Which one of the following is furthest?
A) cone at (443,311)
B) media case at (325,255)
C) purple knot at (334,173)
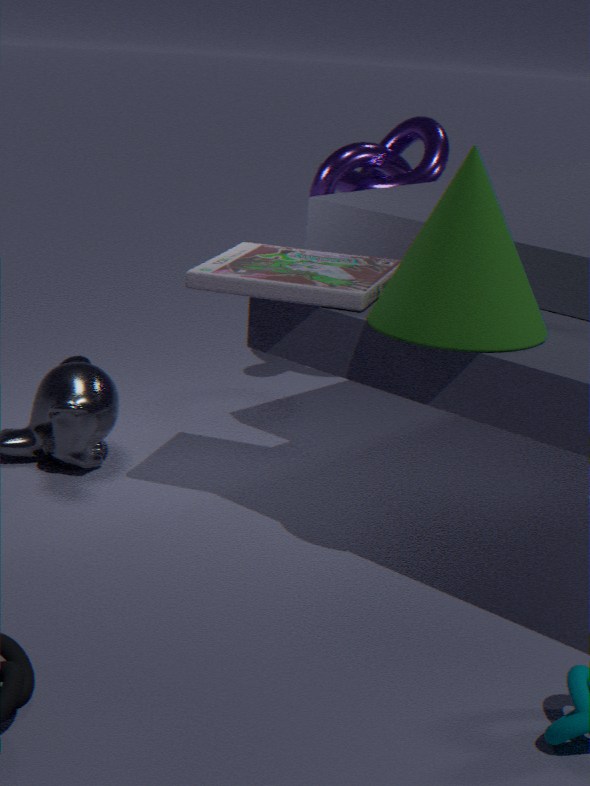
purple knot at (334,173)
